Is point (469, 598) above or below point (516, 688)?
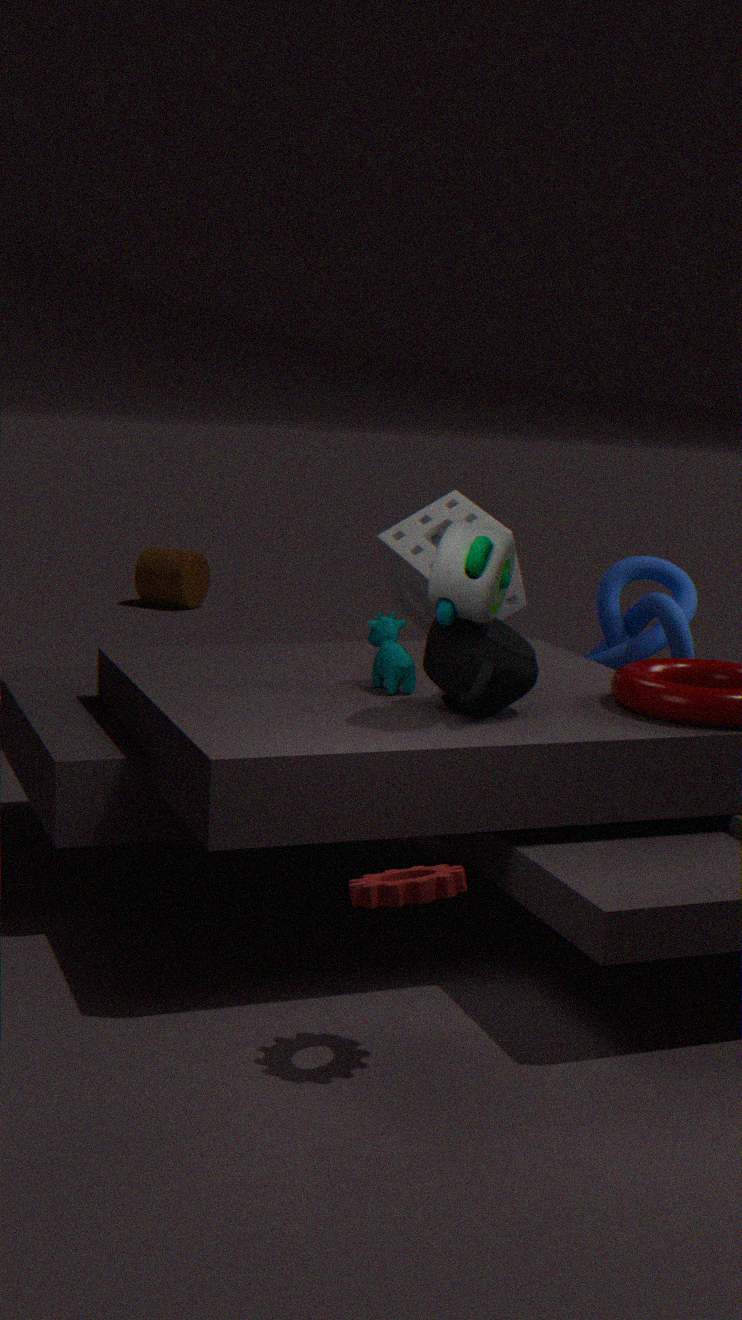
above
